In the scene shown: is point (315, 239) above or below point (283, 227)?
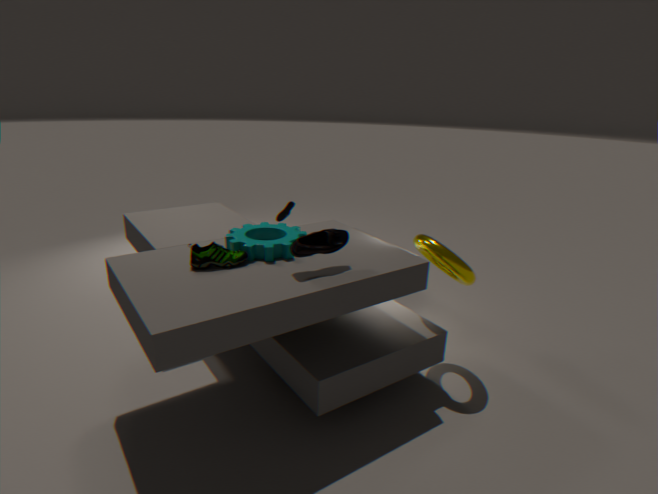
above
